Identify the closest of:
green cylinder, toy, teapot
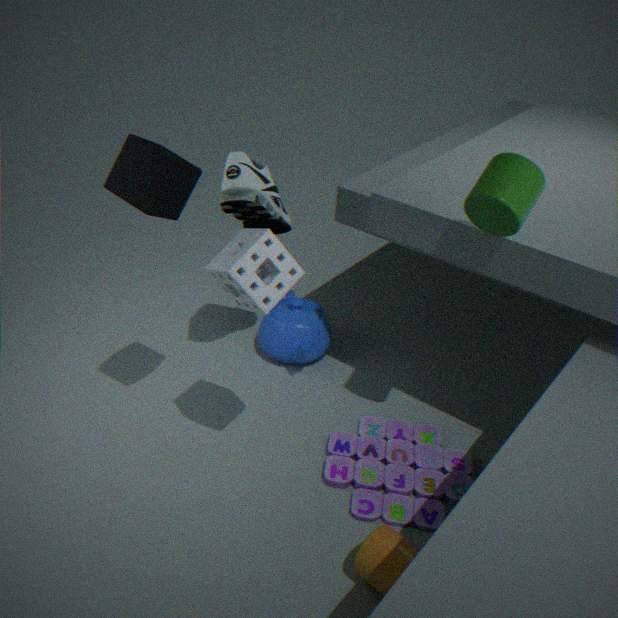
green cylinder
